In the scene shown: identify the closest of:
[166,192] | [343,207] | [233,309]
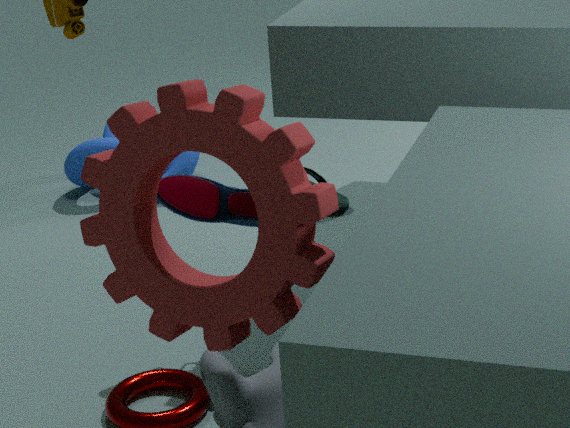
[233,309]
